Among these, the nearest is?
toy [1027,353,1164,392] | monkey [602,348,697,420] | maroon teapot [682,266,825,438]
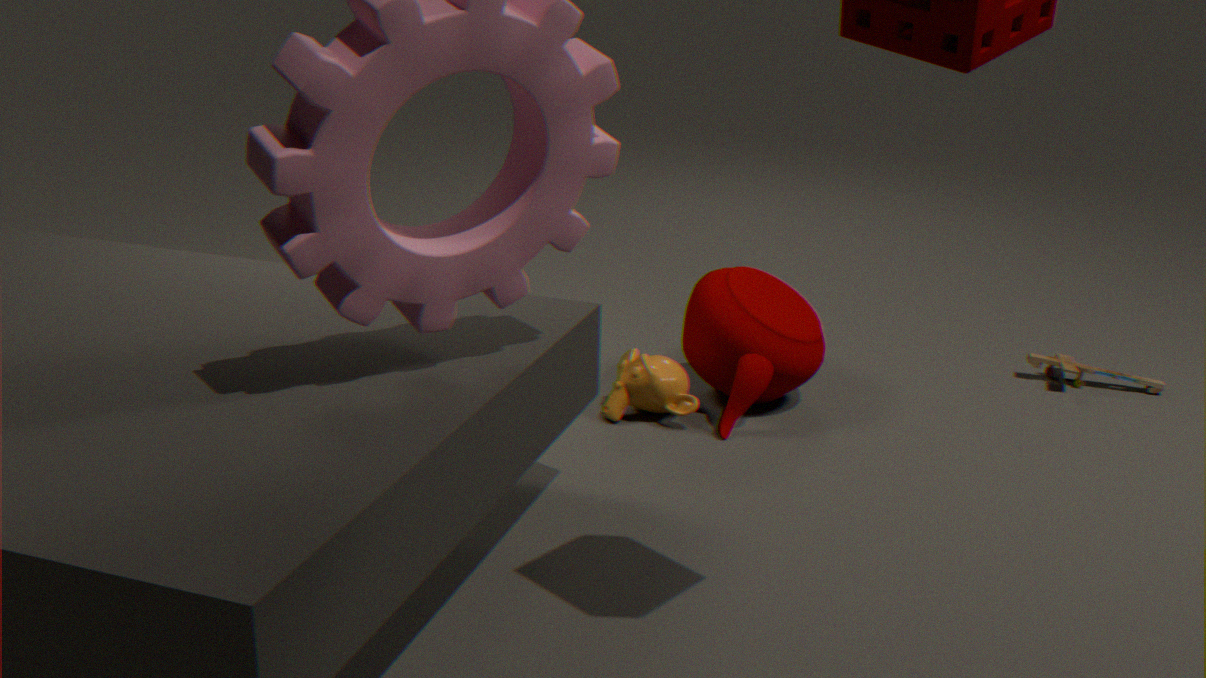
maroon teapot [682,266,825,438]
